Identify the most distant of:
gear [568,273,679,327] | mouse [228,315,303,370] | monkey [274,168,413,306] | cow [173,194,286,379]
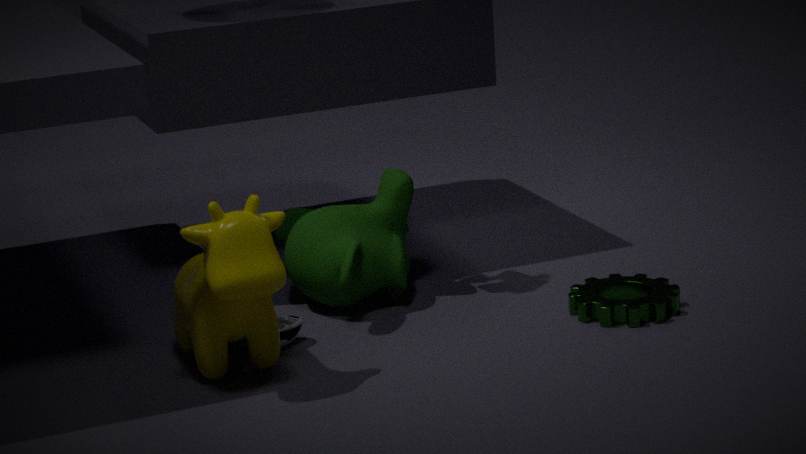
monkey [274,168,413,306]
